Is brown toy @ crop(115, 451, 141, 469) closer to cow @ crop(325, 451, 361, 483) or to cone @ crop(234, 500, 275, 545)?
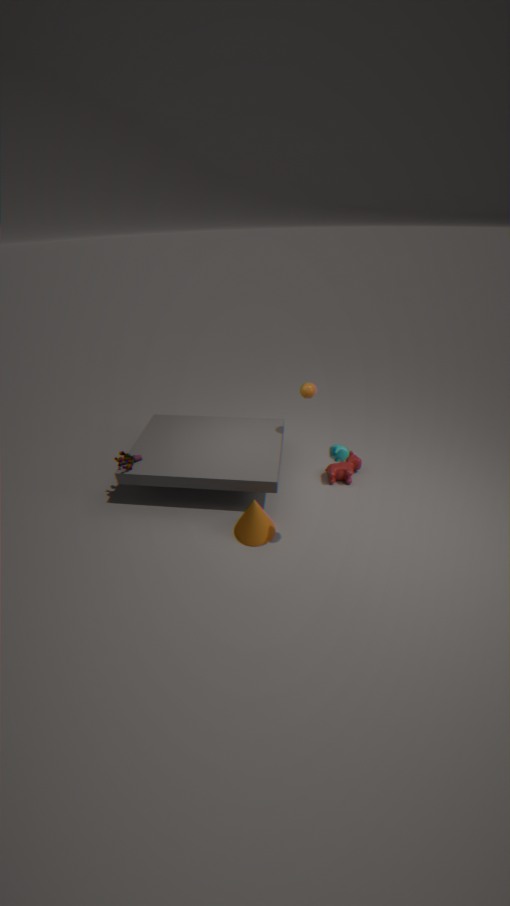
cone @ crop(234, 500, 275, 545)
